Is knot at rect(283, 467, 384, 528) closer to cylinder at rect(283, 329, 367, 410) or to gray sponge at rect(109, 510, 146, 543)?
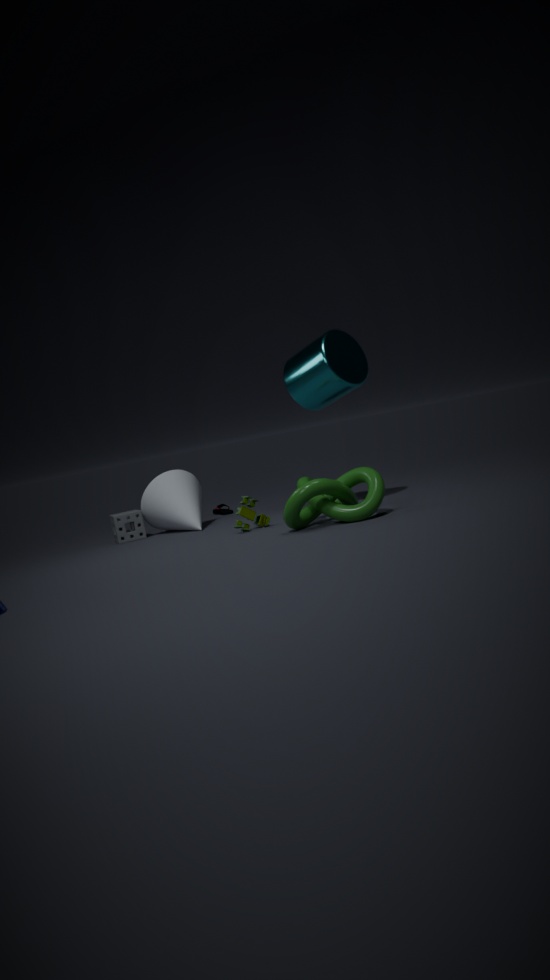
cylinder at rect(283, 329, 367, 410)
